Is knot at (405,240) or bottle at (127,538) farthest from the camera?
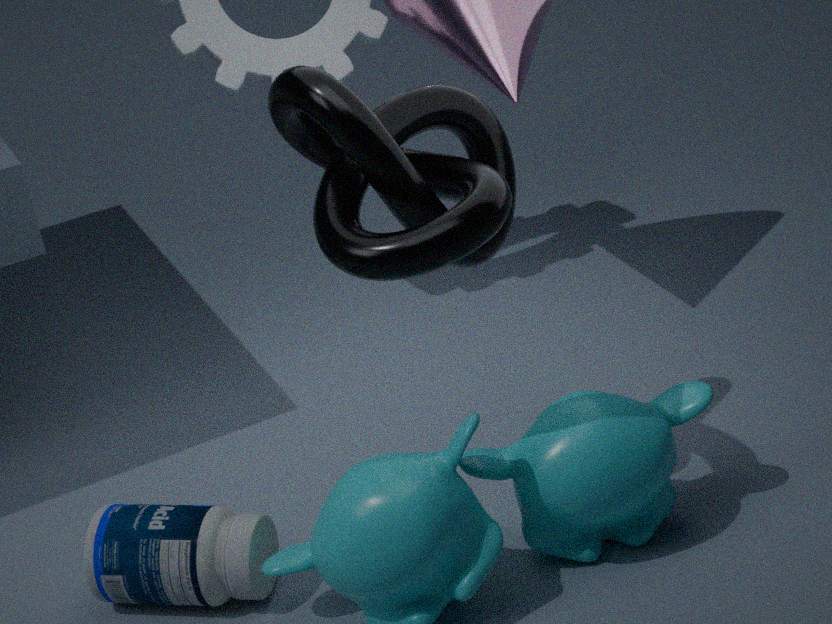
bottle at (127,538)
